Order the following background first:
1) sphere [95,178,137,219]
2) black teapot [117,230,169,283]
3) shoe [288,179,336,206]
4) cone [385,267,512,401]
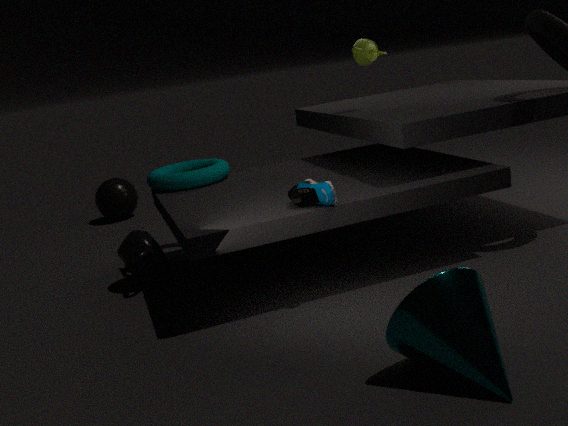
1. sphere [95,178,137,219] → 2. black teapot [117,230,169,283] → 3. shoe [288,179,336,206] → 4. cone [385,267,512,401]
